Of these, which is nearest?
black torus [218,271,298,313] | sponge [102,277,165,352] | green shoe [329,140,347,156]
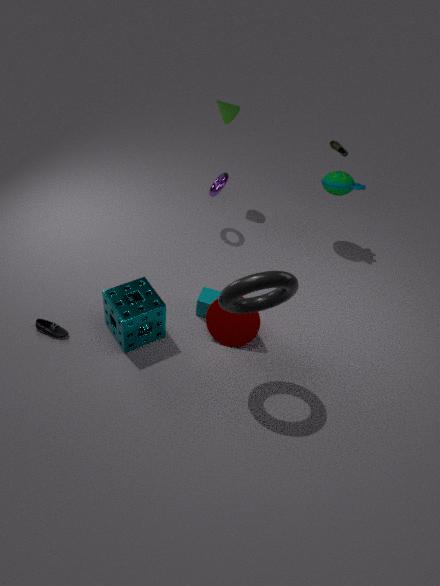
black torus [218,271,298,313]
